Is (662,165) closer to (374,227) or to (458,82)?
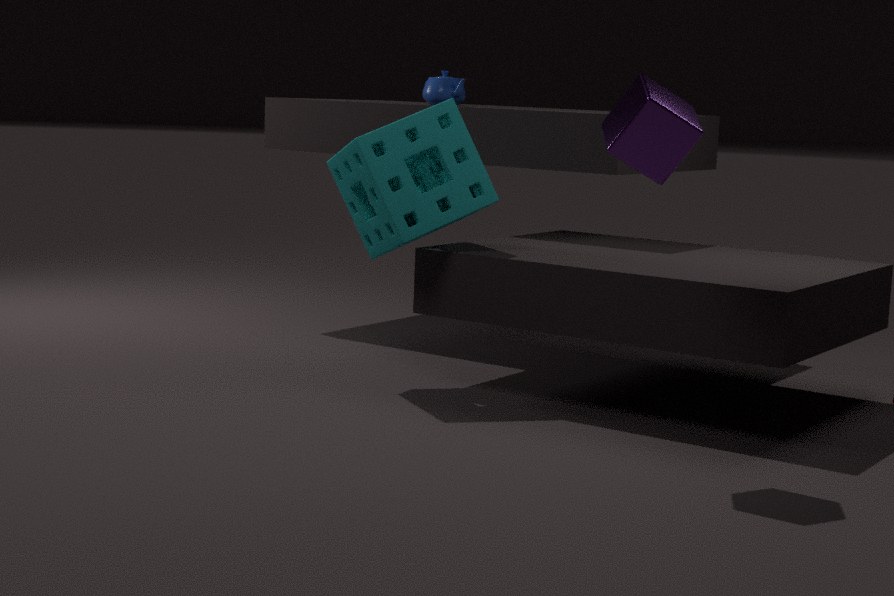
(374,227)
